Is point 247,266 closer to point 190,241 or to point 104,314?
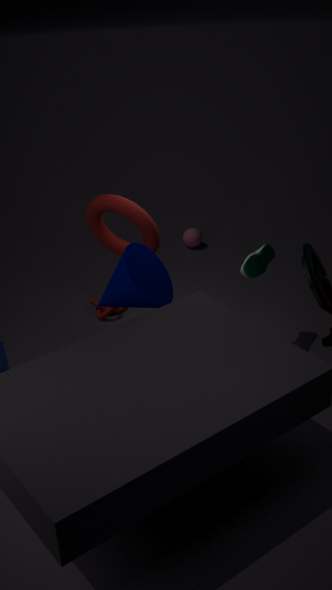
point 104,314
